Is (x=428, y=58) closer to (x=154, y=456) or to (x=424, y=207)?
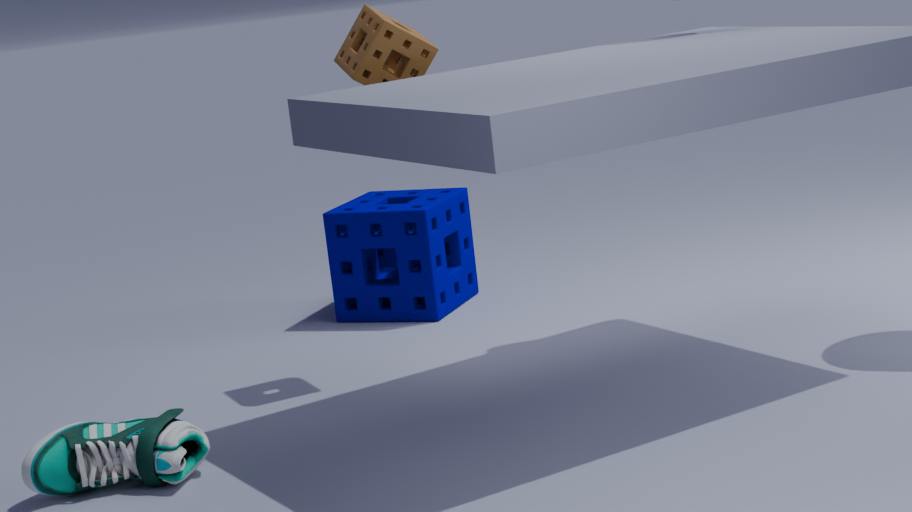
(x=424, y=207)
